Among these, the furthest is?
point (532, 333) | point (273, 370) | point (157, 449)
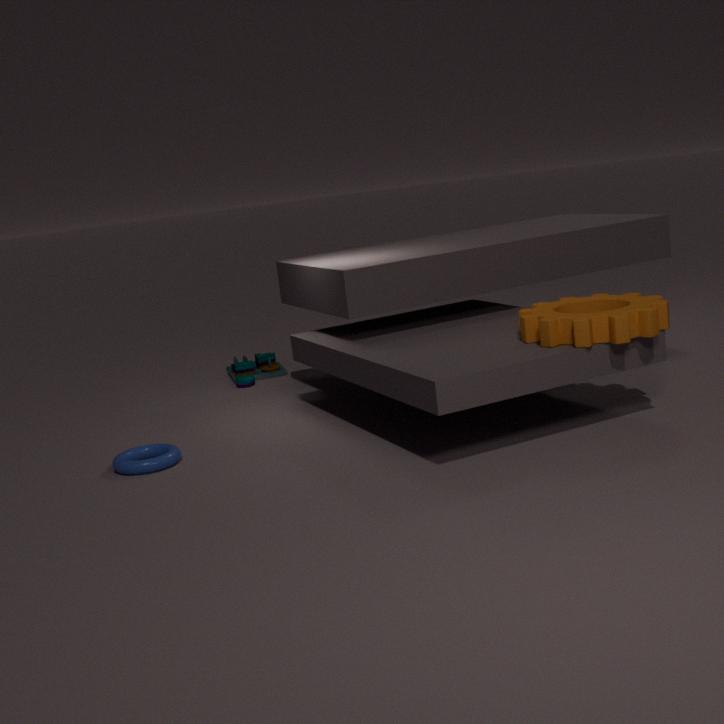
point (273, 370)
